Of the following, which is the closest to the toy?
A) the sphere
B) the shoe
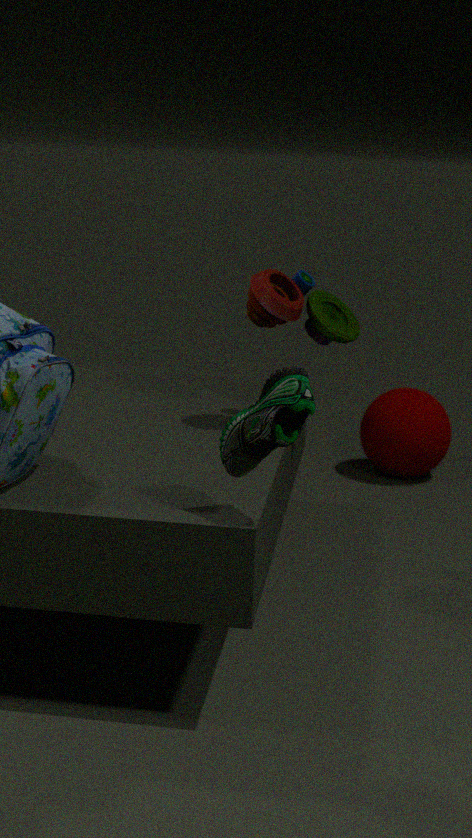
the shoe
